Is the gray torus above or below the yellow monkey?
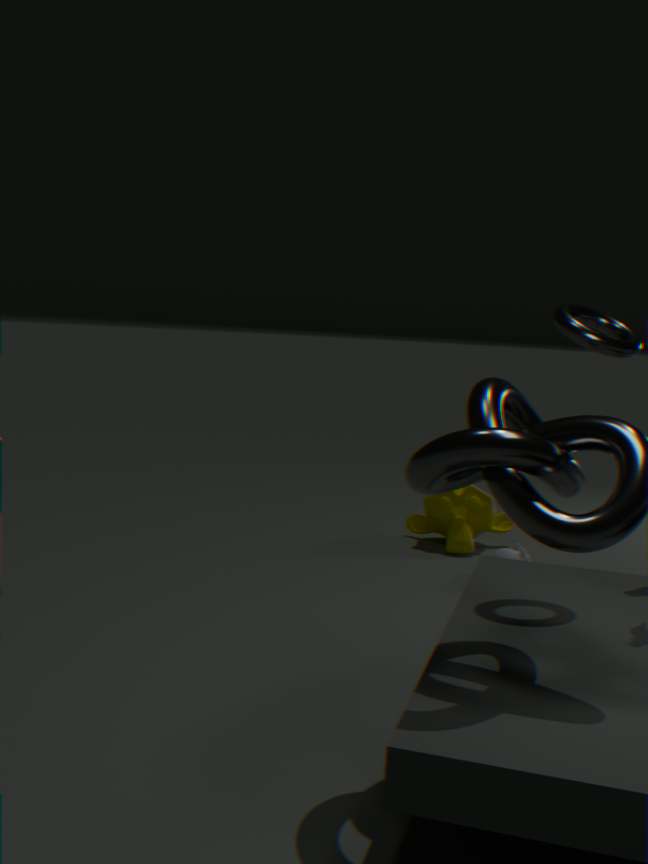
above
